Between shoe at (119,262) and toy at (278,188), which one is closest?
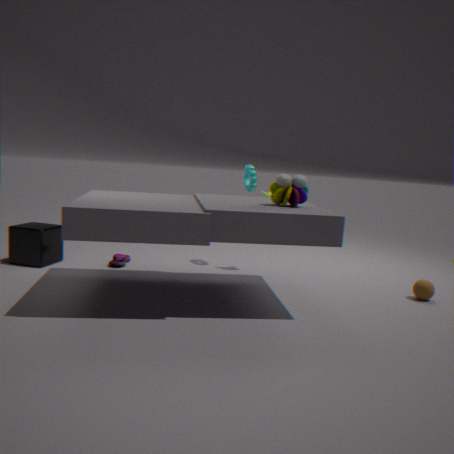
toy at (278,188)
